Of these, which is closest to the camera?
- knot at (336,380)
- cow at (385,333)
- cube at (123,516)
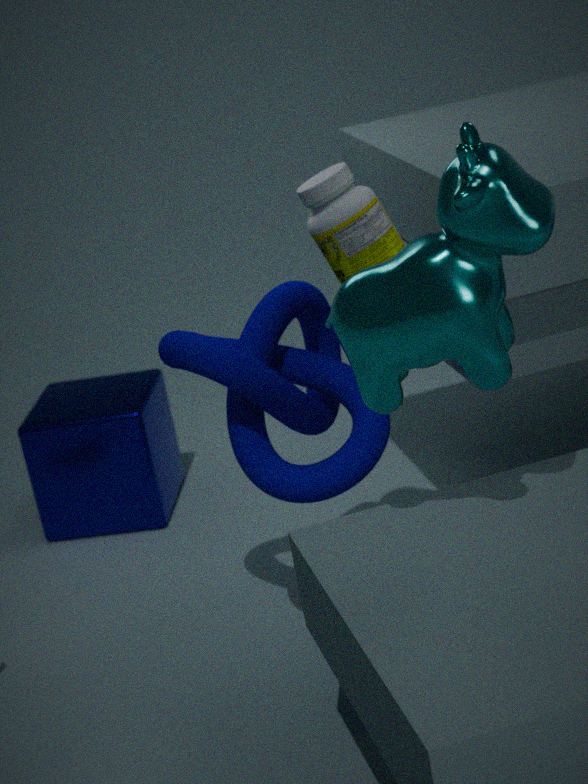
cow at (385,333)
